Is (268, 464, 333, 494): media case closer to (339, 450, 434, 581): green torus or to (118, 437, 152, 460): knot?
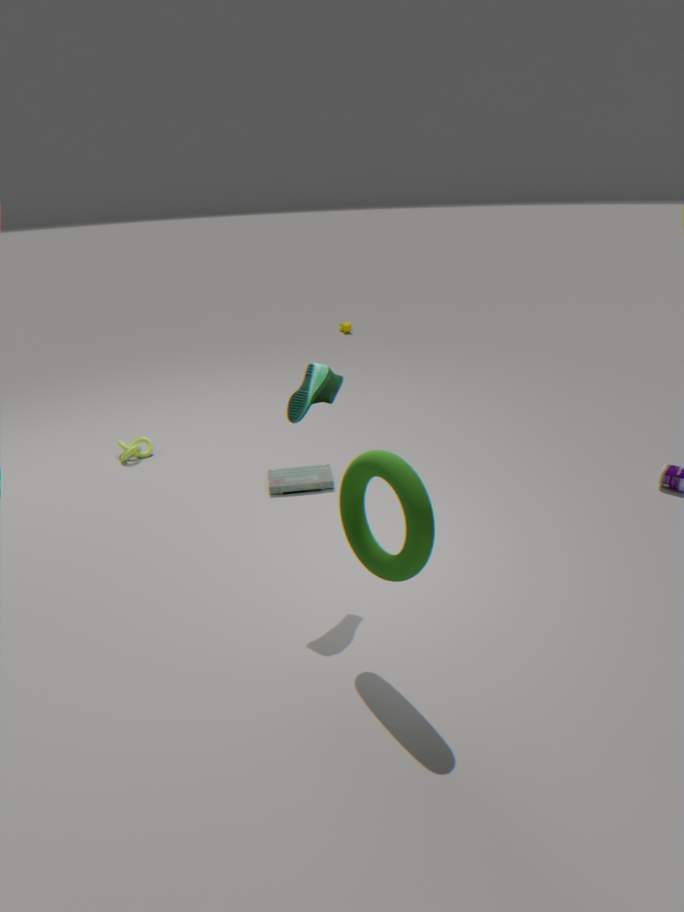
(118, 437, 152, 460): knot
